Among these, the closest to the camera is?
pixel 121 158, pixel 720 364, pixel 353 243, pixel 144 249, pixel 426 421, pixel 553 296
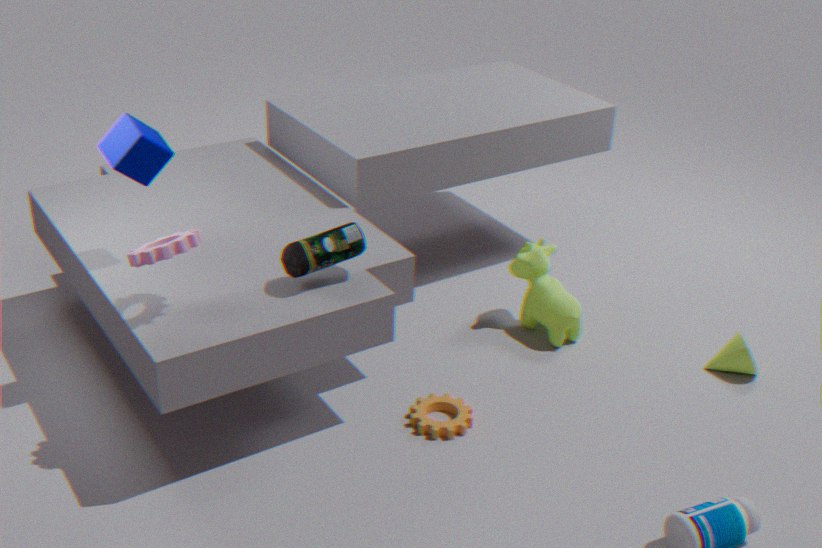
pixel 144 249
